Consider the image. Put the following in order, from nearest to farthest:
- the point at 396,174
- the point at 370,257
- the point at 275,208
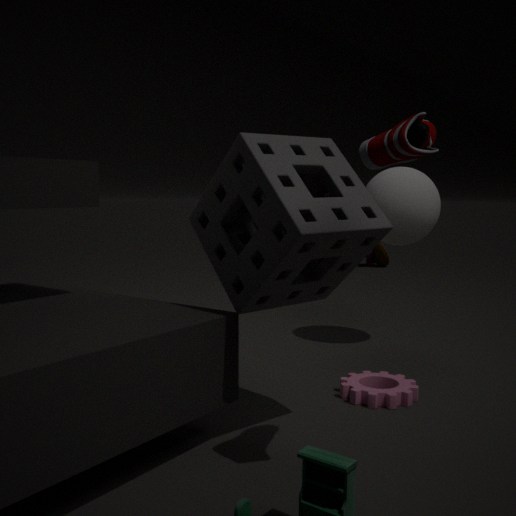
the point at 275,208 → the point at 396,174 → the point at 370,257
